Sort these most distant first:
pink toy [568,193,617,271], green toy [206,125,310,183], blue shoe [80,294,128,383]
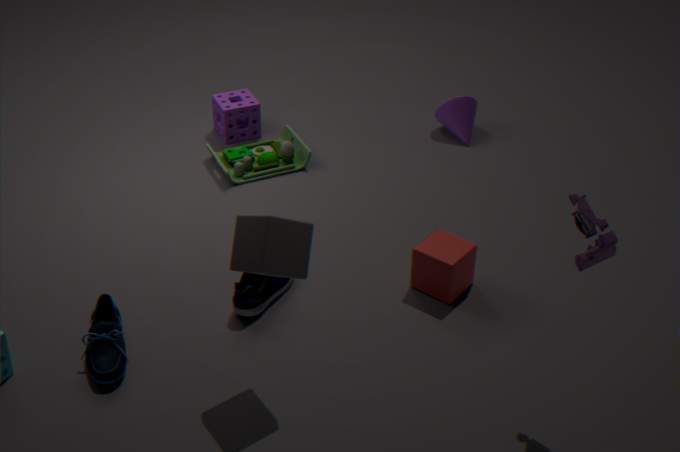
green toy [206,125,310,183], blue shoe [80,294,128,383], pink toy [568,193,617,271]
